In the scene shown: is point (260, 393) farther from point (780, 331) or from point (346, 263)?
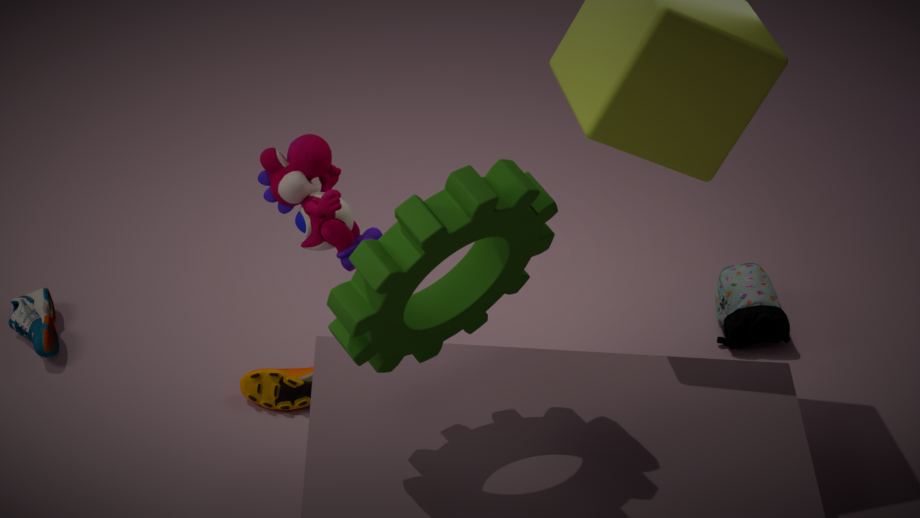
point (780, 331)
